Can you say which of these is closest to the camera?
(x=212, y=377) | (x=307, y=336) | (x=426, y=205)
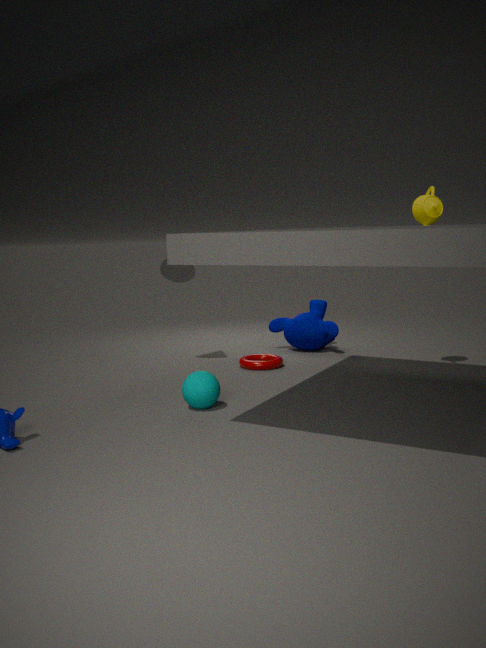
(x=212, y=377)
